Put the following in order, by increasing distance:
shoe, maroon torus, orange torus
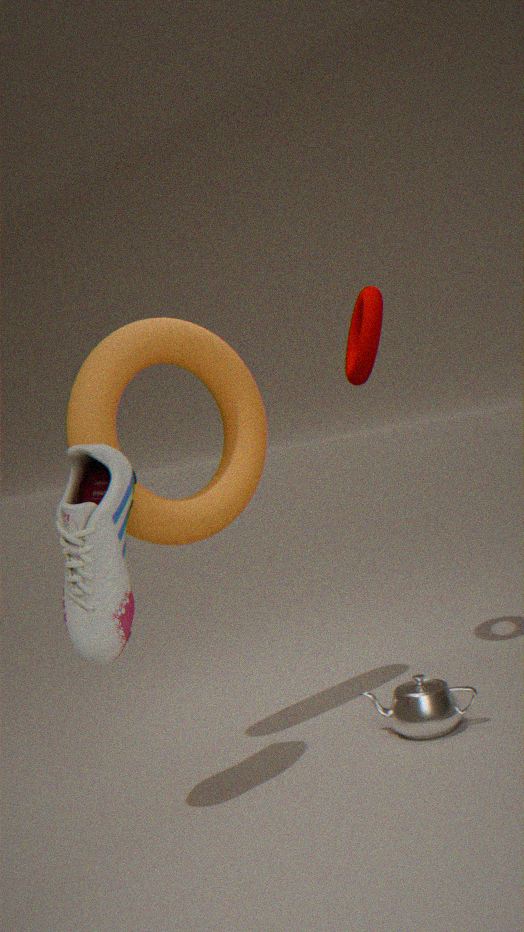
1. shoe
2. orange torus
3. maroon torus
